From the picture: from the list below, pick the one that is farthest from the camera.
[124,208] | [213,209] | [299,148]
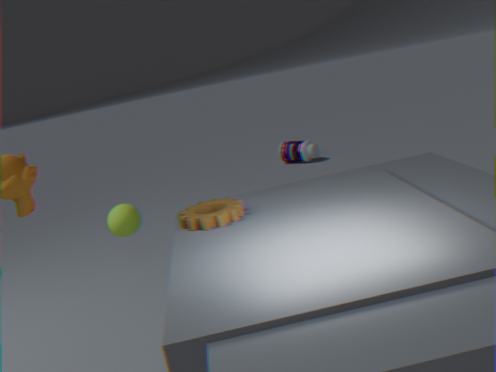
[299,148]
